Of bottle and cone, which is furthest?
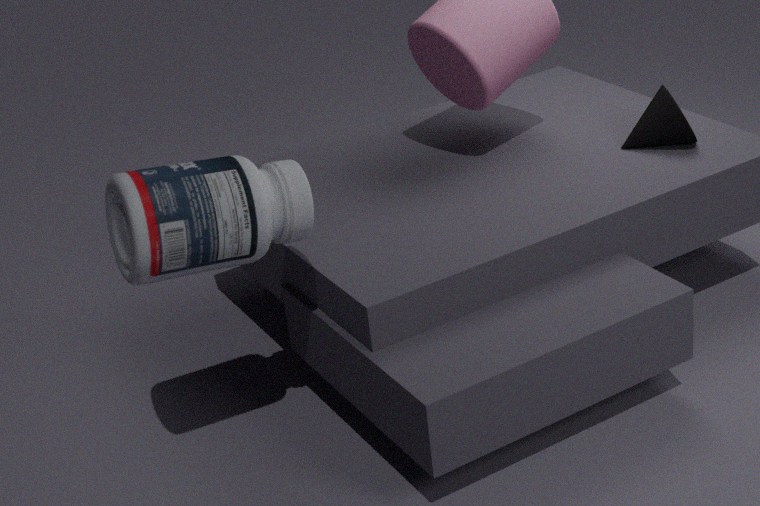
cone
